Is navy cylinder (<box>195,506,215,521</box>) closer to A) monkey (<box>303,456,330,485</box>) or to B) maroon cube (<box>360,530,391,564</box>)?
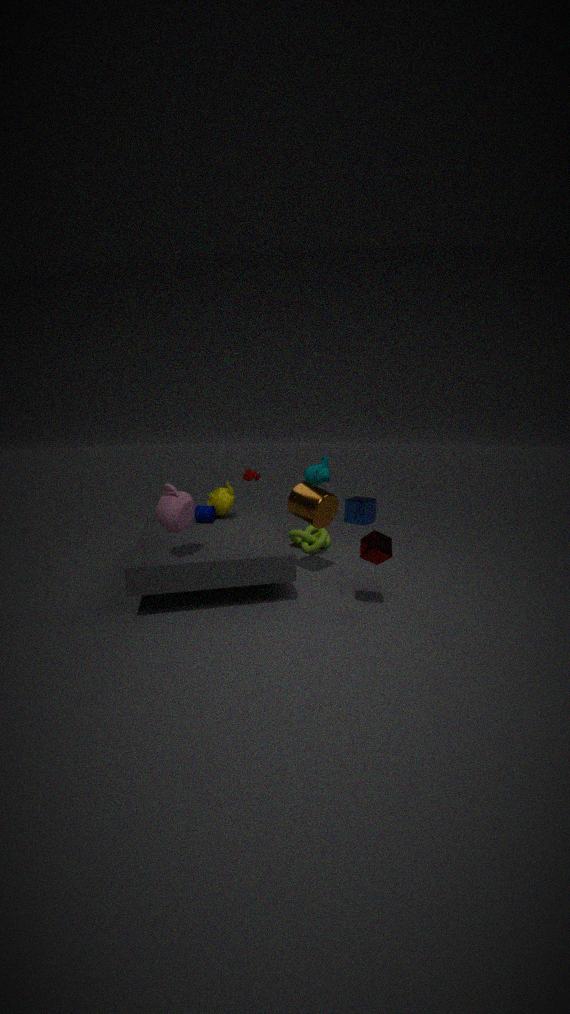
A) monkey (<box>303,456,330,485</box>)
